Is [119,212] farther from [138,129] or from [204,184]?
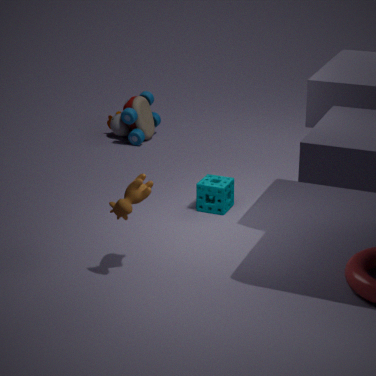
[138,129]
